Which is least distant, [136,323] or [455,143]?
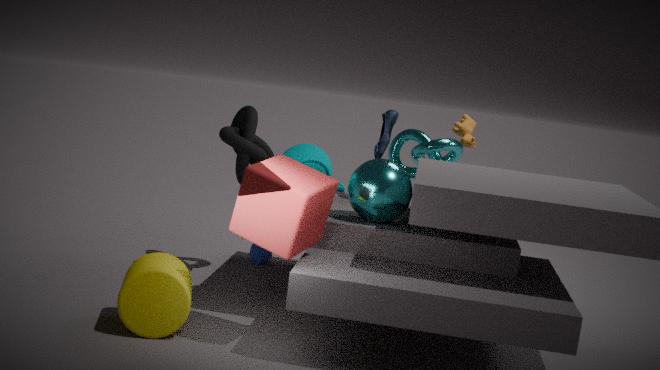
[136,323]
